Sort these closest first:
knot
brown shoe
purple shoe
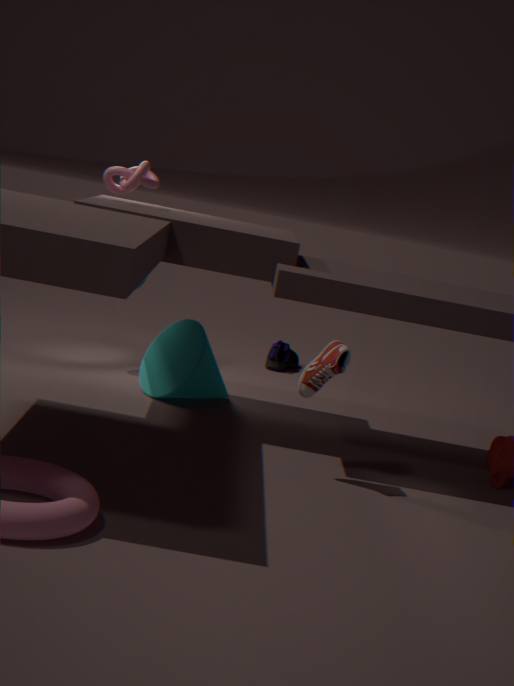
1. brown shoe
2. knot
3. purple shoe
